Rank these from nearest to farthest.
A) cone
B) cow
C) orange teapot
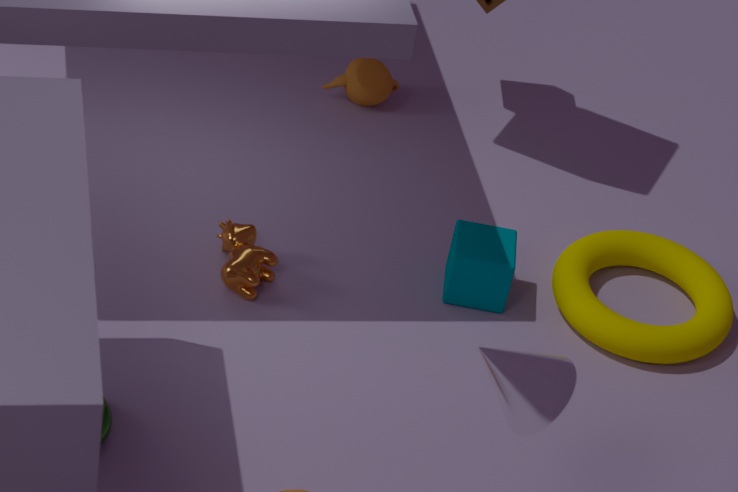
1. cone
2. cow
3. orange teapot
